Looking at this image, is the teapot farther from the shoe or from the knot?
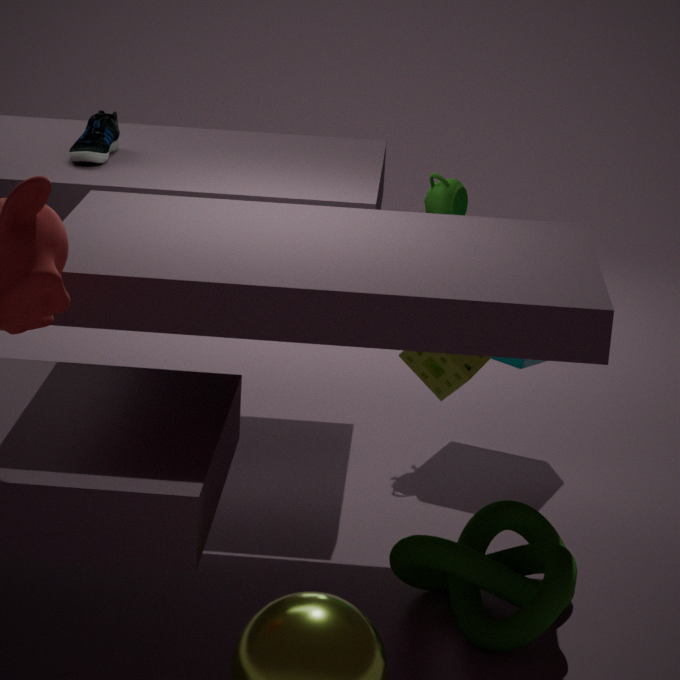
the knot
